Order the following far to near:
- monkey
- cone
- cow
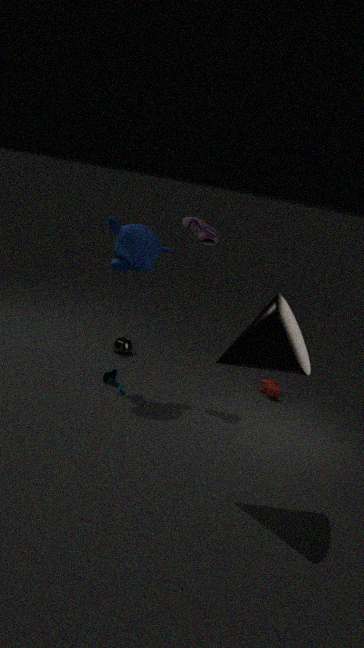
cow, monkey, cone
